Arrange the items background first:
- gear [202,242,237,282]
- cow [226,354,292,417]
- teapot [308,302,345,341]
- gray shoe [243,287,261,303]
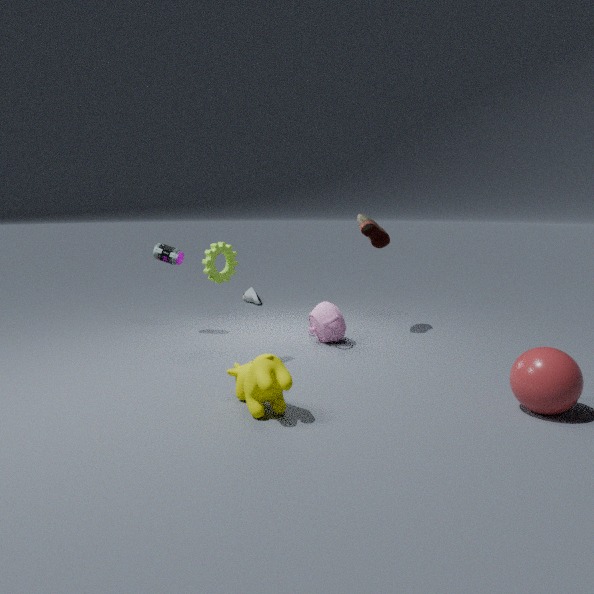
gray shoe [243,287,261,303] → teapot [308,302,345,341] → gear [202,242,237,282] → cow [226,354,292,417]
